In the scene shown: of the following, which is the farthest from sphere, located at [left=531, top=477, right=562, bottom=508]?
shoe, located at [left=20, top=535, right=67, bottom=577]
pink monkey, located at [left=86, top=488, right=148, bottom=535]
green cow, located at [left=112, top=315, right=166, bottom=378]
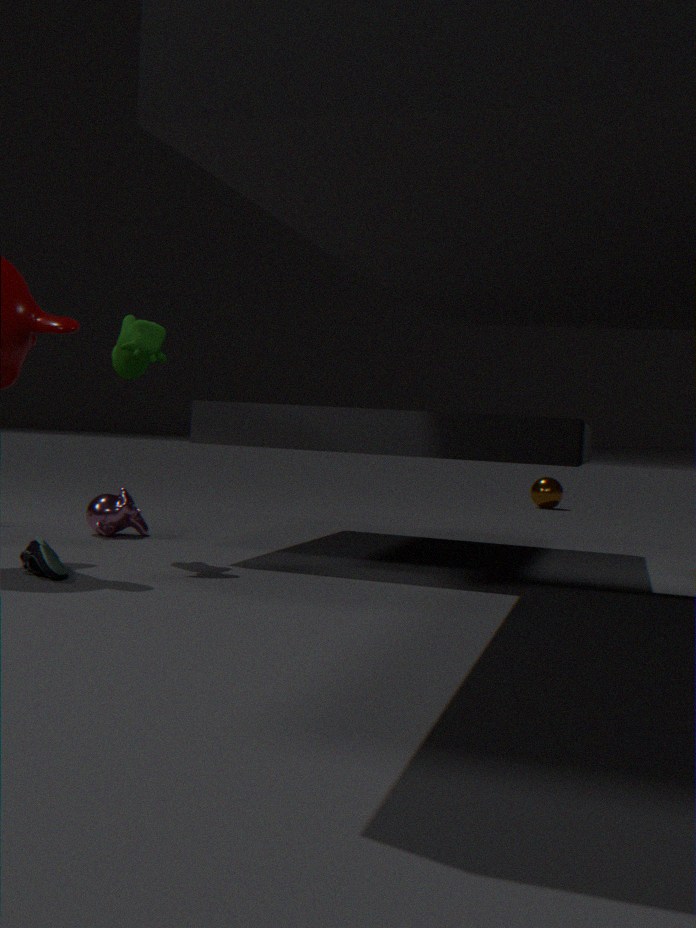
shoe, located at [left=20, top=535, right=67, bottom=577]
